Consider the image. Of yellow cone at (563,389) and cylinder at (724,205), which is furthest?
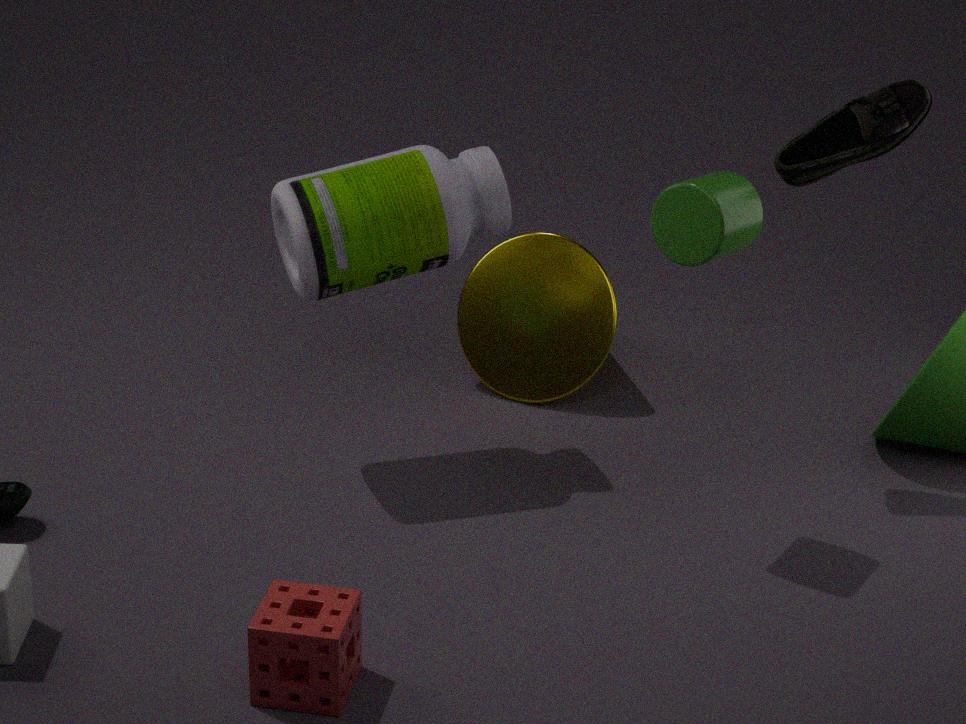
yellow cone at (563,389)
